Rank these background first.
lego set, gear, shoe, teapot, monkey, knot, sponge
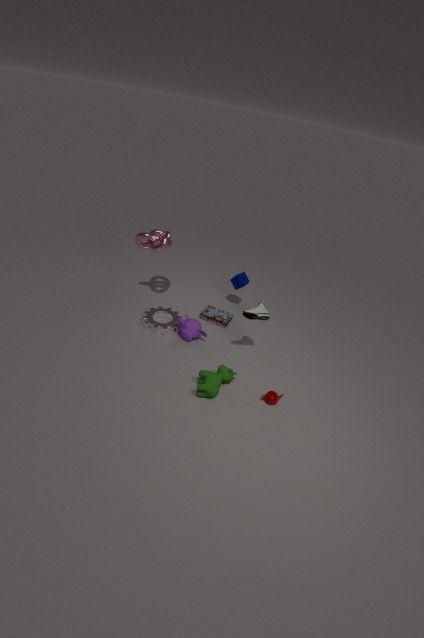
1. sponge
2. lego set
3. gear
4. knot
5. monkey
6. shoe
7. teapot
